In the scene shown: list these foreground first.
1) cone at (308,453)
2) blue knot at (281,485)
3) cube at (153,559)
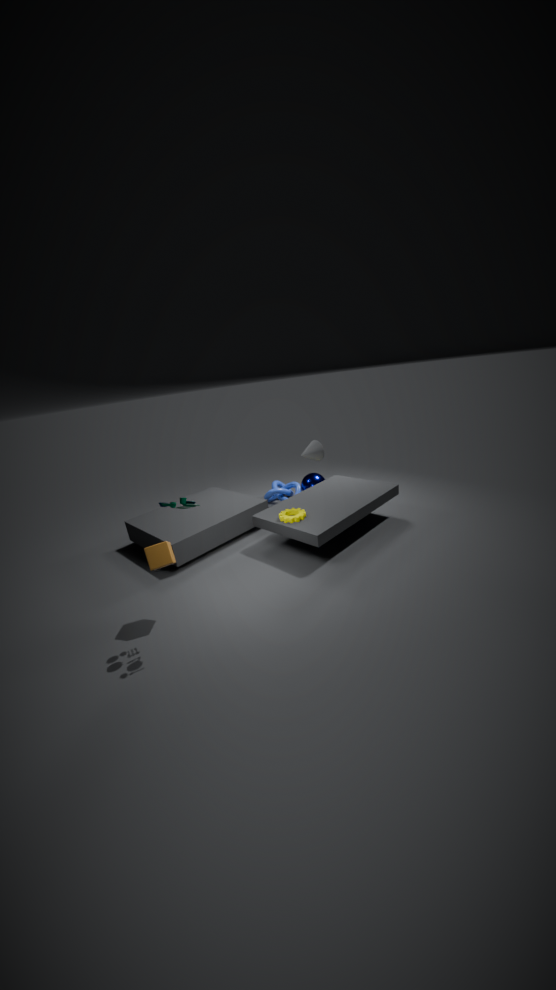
3. cube at (153,559) → 1. cone at (308,453) → 2. blue knot at (281,485)
